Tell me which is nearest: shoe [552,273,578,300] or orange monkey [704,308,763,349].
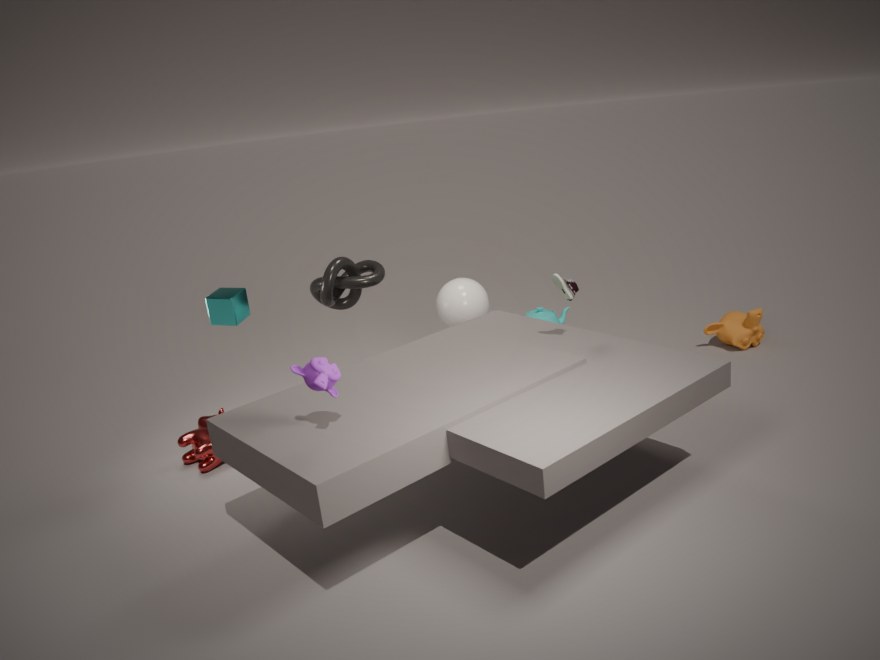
shoe [552,273,578,300]
